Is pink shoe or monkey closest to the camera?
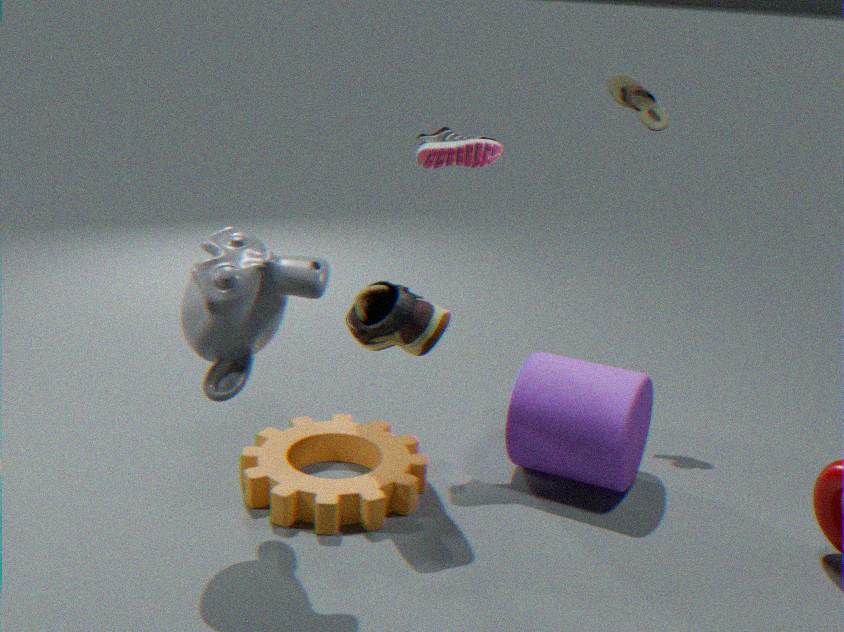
monkey
